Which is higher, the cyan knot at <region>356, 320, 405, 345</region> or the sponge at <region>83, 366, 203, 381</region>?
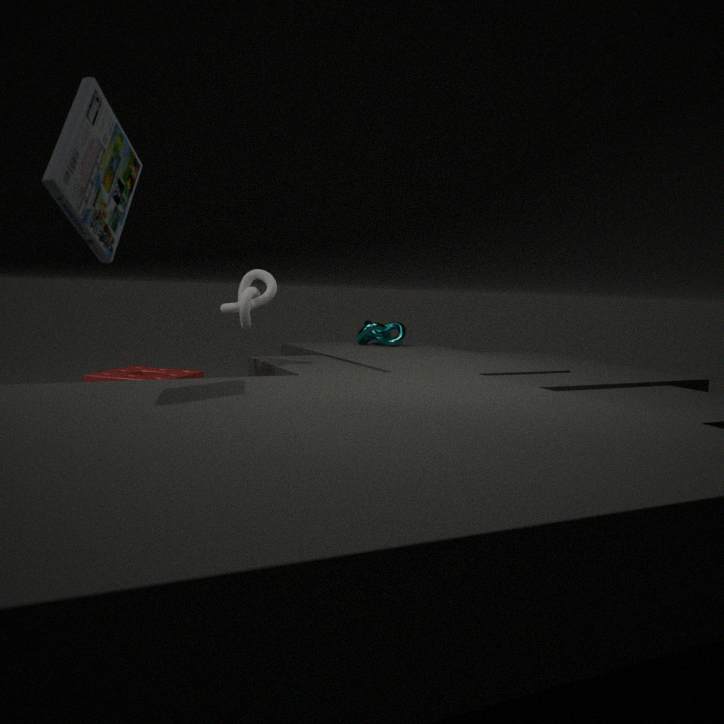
the cyan knot at <region>356, 320, 405, 345</region>
